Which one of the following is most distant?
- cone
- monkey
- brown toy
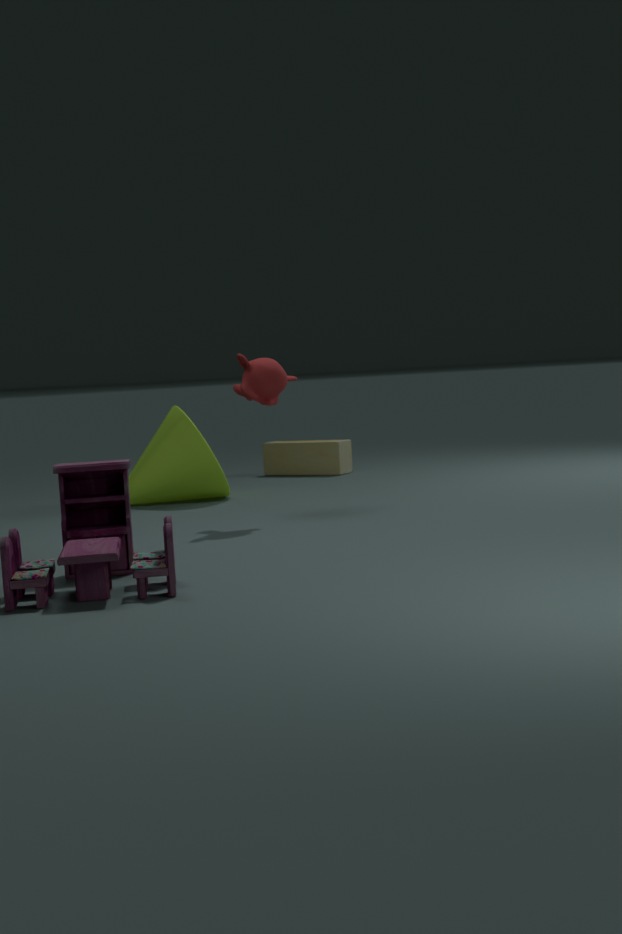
brown toy
